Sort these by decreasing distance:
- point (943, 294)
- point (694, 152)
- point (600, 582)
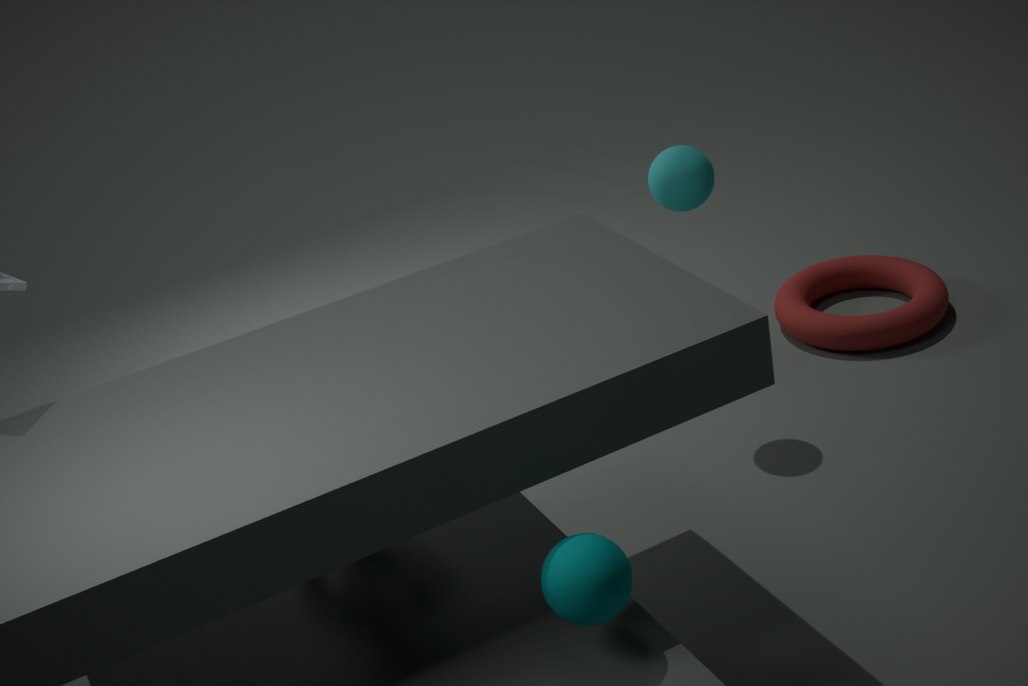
point (943, 294) < point (694, 152) < point (600, 582)
